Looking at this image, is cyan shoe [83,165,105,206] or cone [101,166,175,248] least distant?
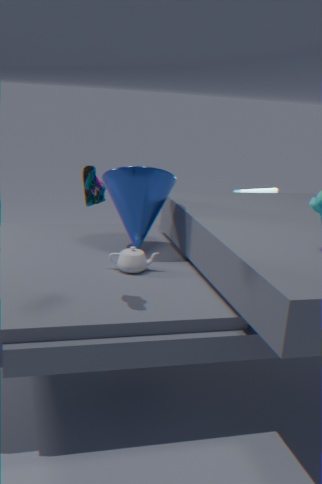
cyan shoe [83,165,105,206]
